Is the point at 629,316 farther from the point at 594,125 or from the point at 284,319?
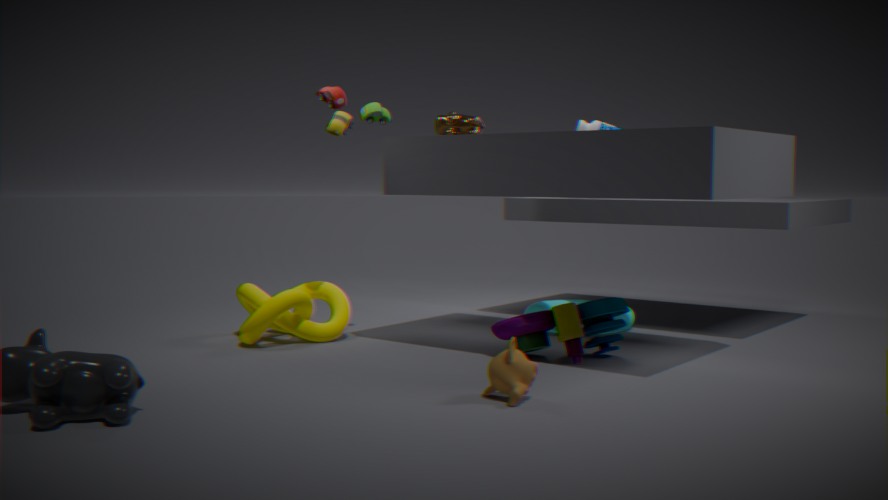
the point at 284,319
